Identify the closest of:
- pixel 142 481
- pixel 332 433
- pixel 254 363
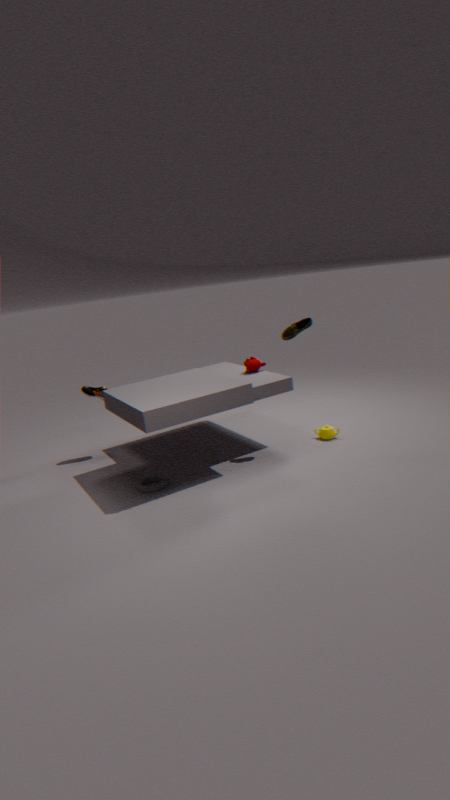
pixel 142 481
